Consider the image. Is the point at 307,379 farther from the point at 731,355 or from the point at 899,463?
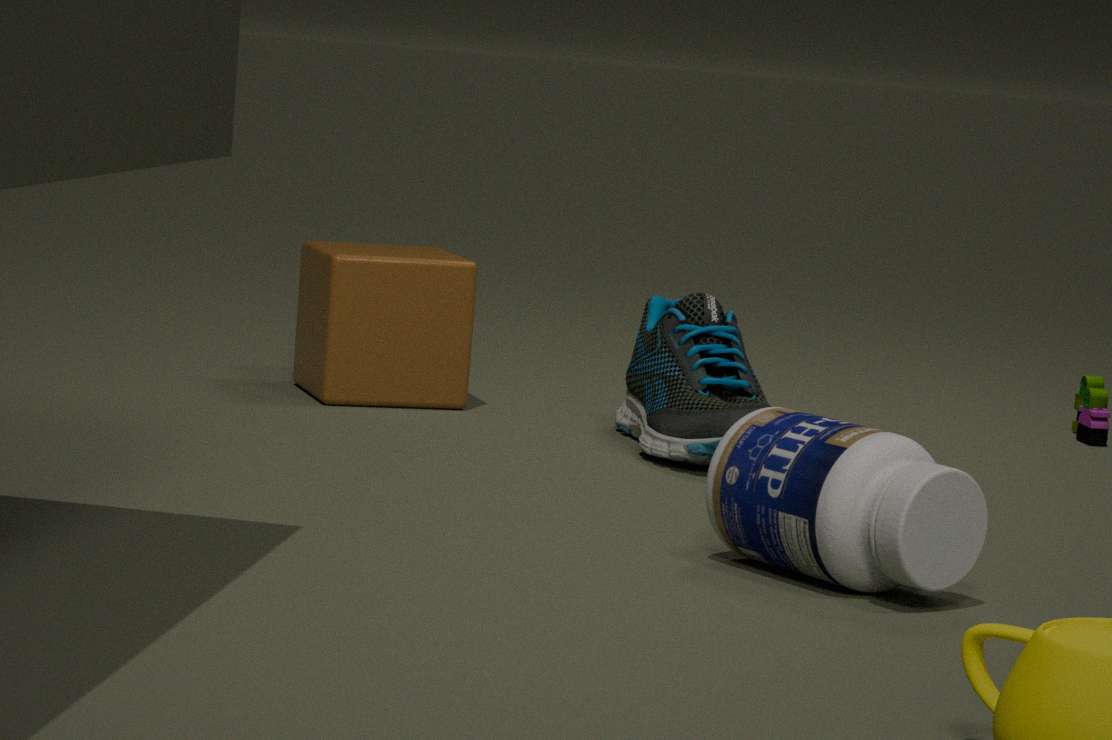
the point at 899,463
